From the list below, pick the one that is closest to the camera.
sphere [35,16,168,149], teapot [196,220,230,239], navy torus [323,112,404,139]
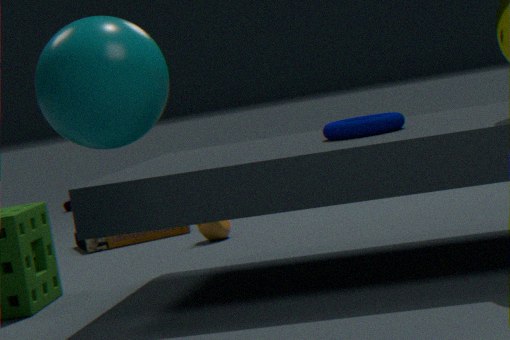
sphere [35,16,168,149]
